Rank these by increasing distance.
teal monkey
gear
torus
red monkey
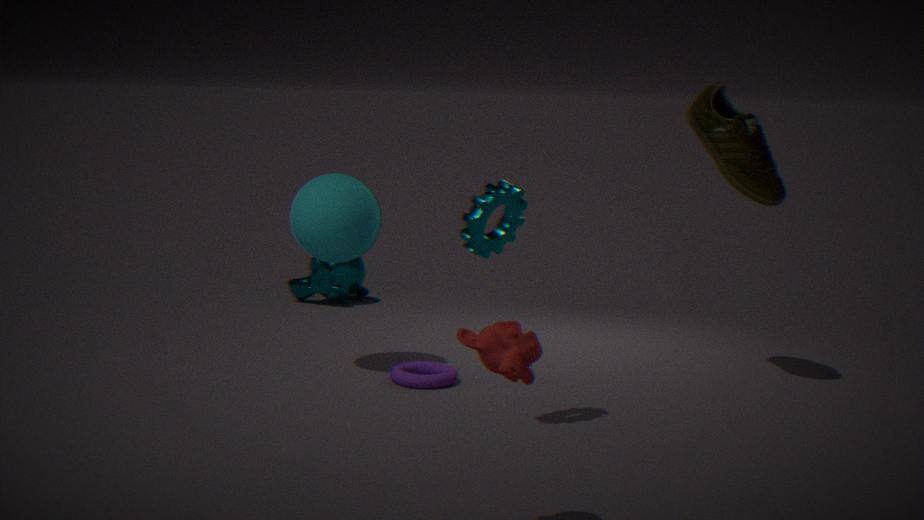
1. red monkey
2. gear
3. torus
4. teal monkey
